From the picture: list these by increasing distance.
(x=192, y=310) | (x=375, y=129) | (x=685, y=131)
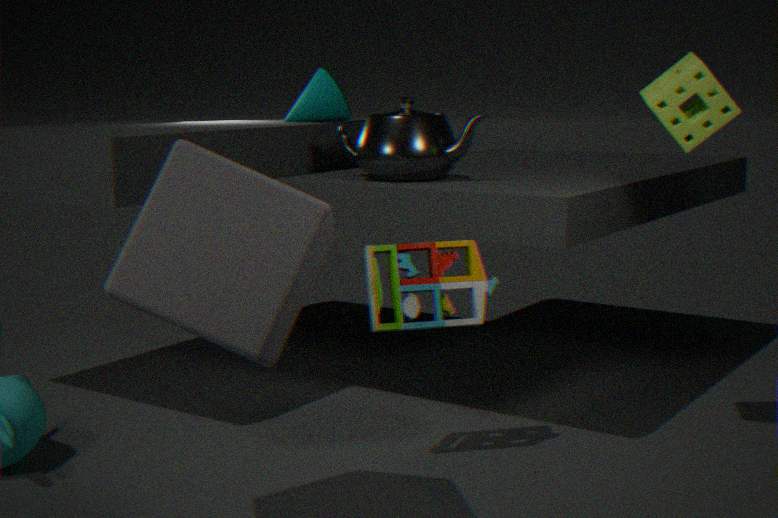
(x=192, y=310) < (x=685, y=131) < (x=375, y=129)
